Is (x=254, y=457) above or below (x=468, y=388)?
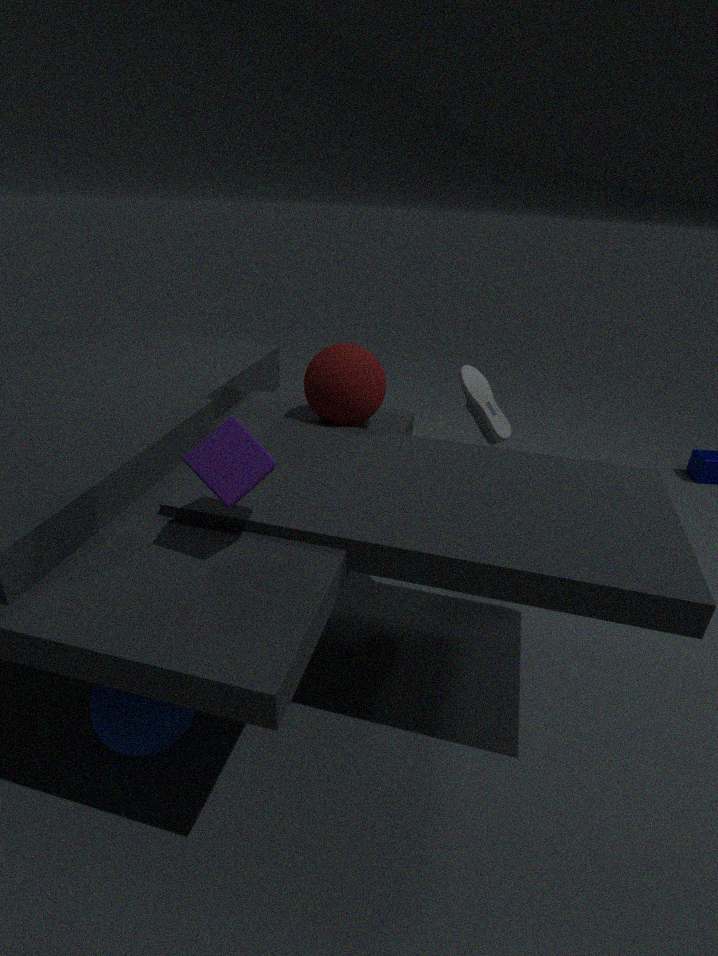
above
